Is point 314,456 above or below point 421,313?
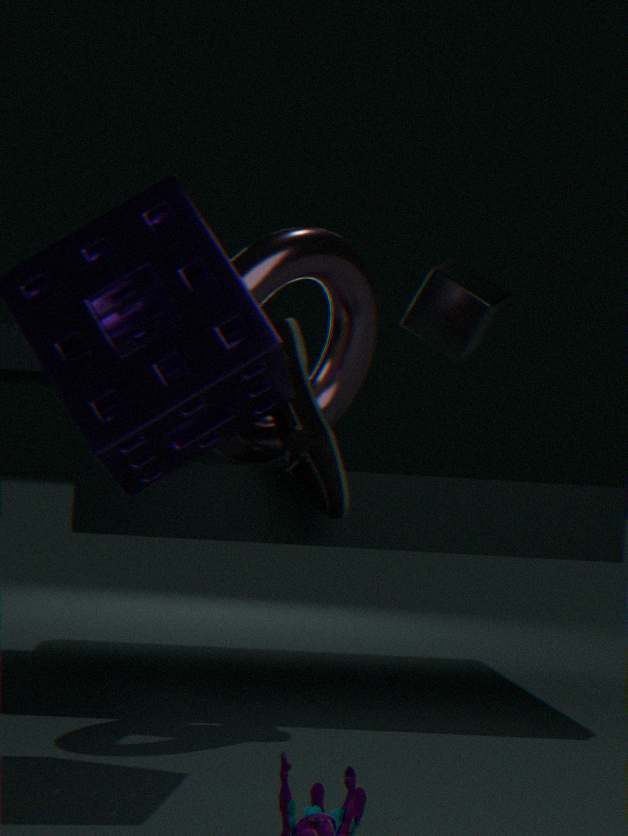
below
